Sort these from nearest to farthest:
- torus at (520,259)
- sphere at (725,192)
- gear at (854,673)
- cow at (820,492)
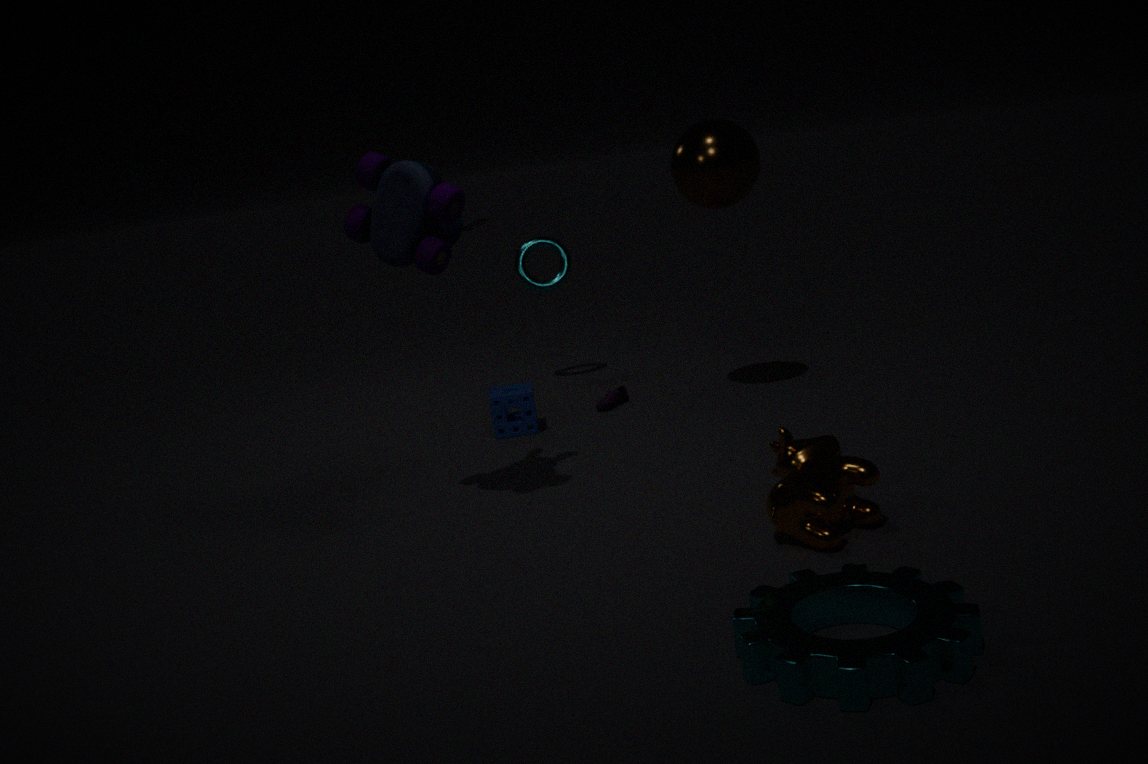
1. gear at (854,673)
2. cow at (820,492)
3. sphere at (725,192)
4. torus at (520,259)
